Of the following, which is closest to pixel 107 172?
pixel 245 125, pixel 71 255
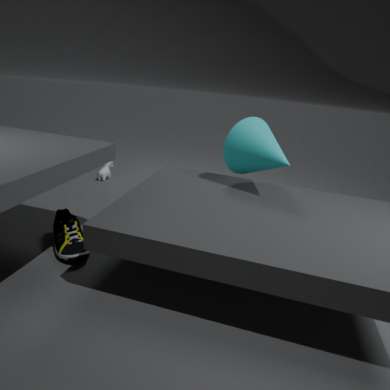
pixel 71 255
